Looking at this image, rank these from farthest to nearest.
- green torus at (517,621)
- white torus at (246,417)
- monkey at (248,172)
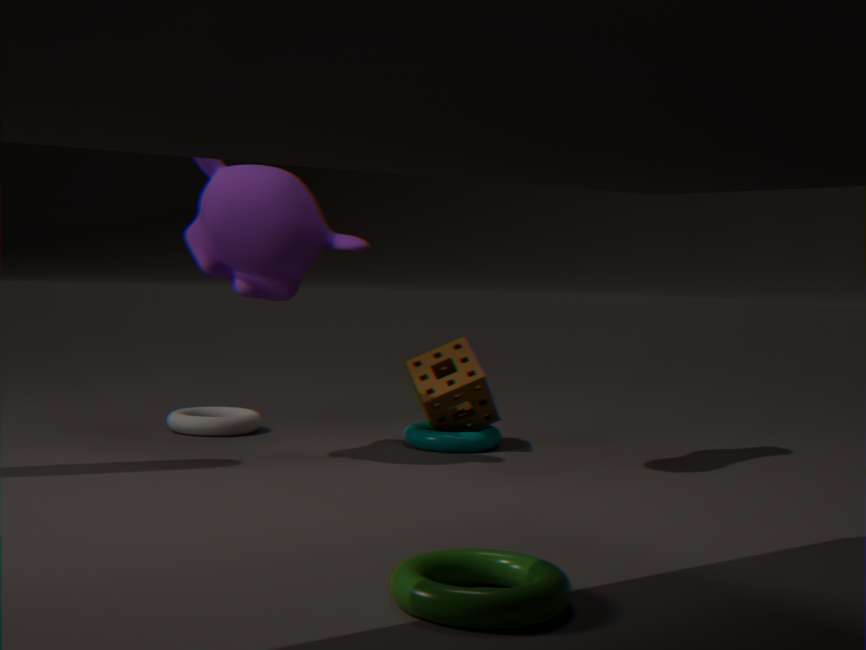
white torus at (246,417)
monkey at (248,172)
green torus at (517,621)
